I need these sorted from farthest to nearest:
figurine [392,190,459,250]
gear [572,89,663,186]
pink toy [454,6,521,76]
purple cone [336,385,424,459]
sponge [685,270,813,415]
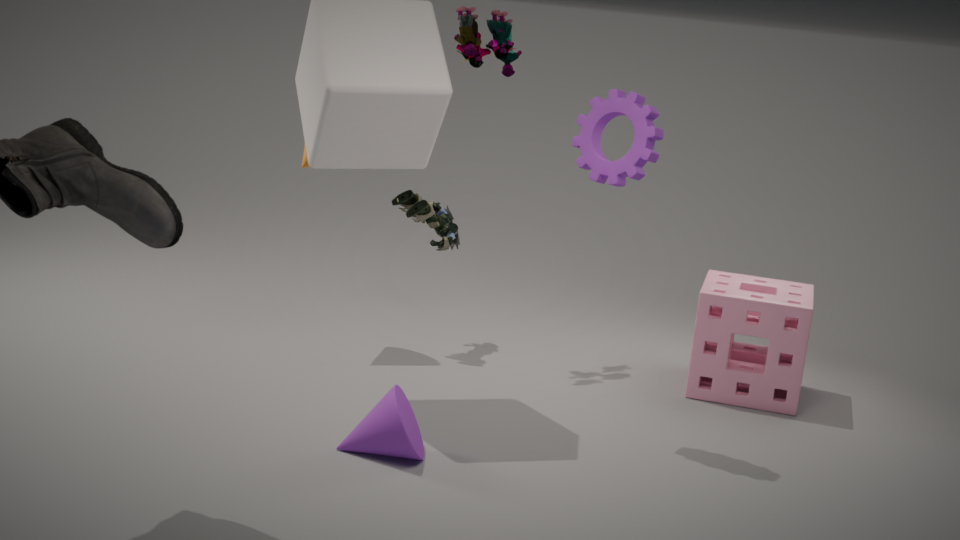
figurine [392,190,459,250], pink toy [454,6,521,76], sponge [685,270,813,415], gear [572,89,663,186], purple cone [336,385,424,459]
